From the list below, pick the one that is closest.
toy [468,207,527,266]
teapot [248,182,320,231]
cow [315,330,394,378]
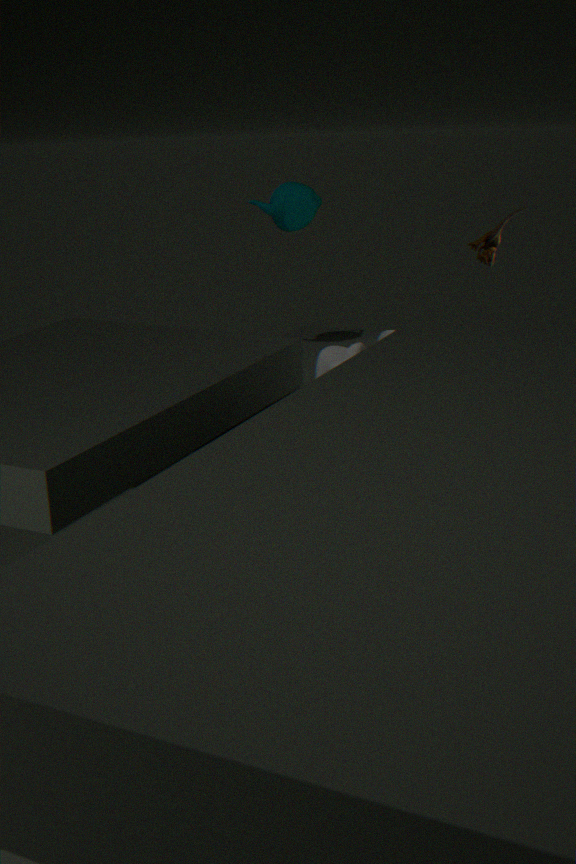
cow [315,330,394,378]
